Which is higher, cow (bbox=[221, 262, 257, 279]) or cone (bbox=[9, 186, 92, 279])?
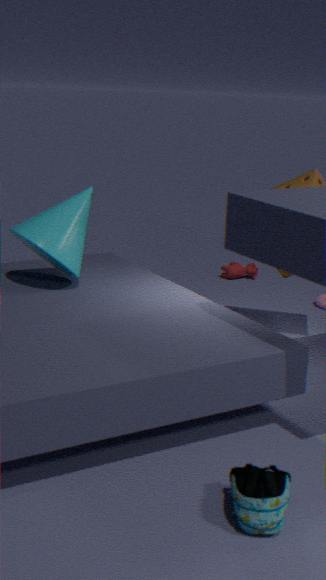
cone (bbox=[9, 186, 92, 279])
